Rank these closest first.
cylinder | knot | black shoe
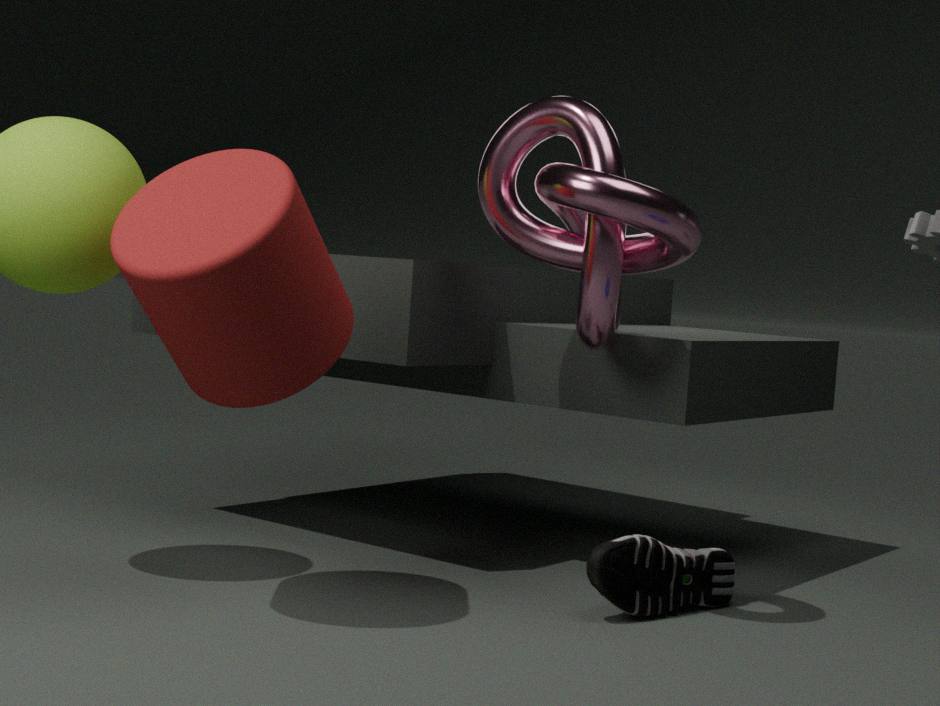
1. cylinder
2. knot
3. black shoe
